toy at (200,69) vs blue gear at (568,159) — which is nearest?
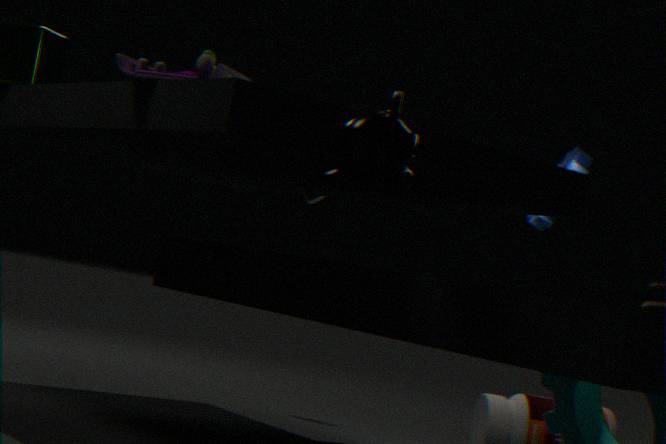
toy at (200,69)
